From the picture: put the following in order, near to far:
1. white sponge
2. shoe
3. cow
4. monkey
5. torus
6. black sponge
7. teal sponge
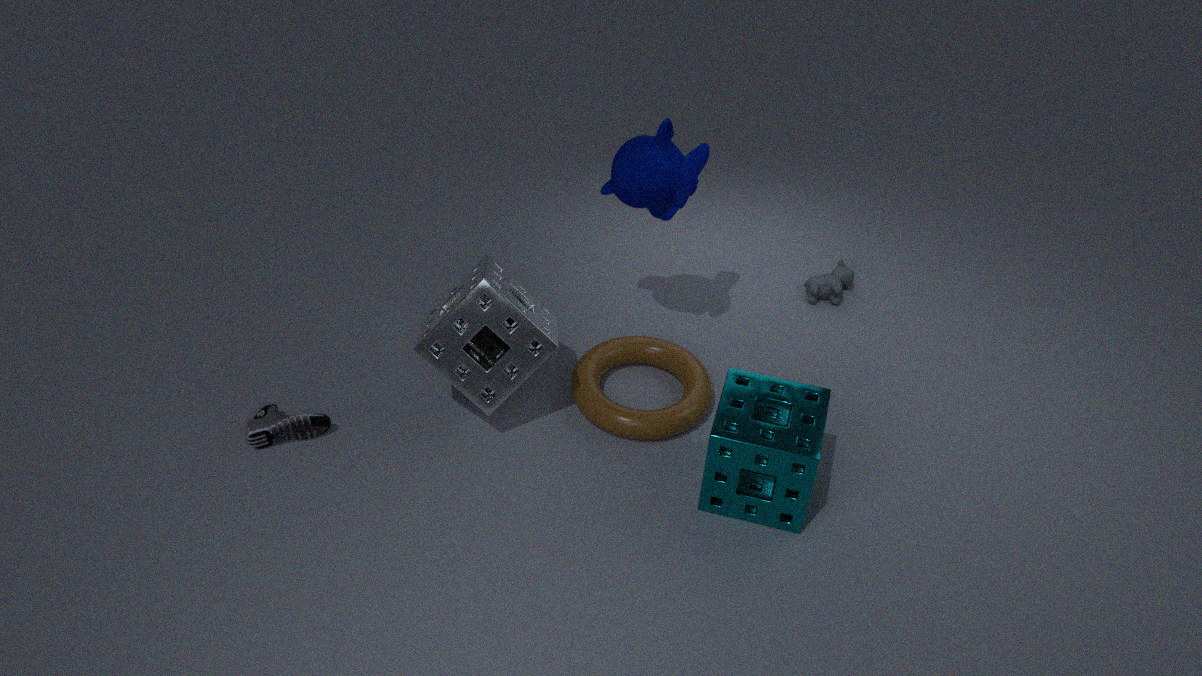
1. teal sponge
2. white sponge
3. monkey
4. shoe
5. black sponge
6. torus
7. cow
